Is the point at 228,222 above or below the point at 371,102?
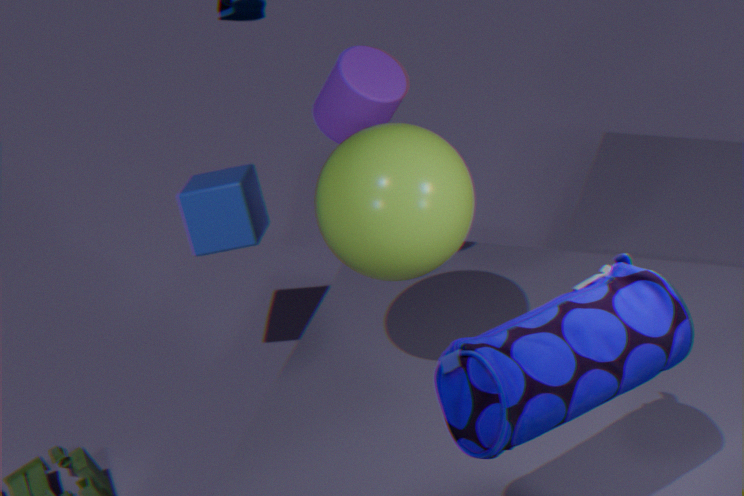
below
